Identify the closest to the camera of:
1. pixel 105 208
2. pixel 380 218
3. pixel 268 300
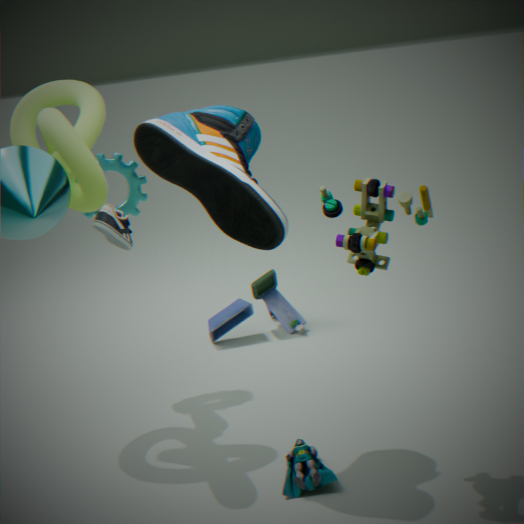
pixel 380 218
